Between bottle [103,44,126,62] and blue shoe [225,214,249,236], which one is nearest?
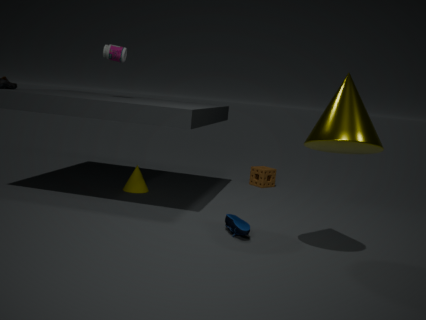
blue shoe [225,214,249,236]
